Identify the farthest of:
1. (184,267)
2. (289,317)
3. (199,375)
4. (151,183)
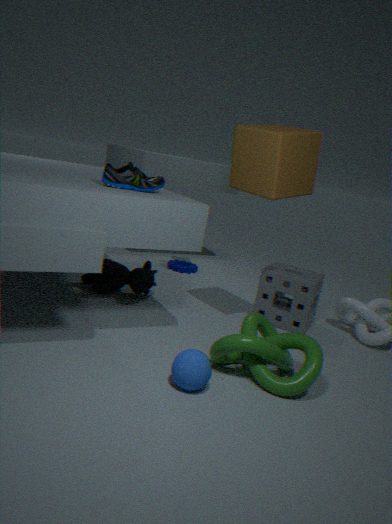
(184,267)
